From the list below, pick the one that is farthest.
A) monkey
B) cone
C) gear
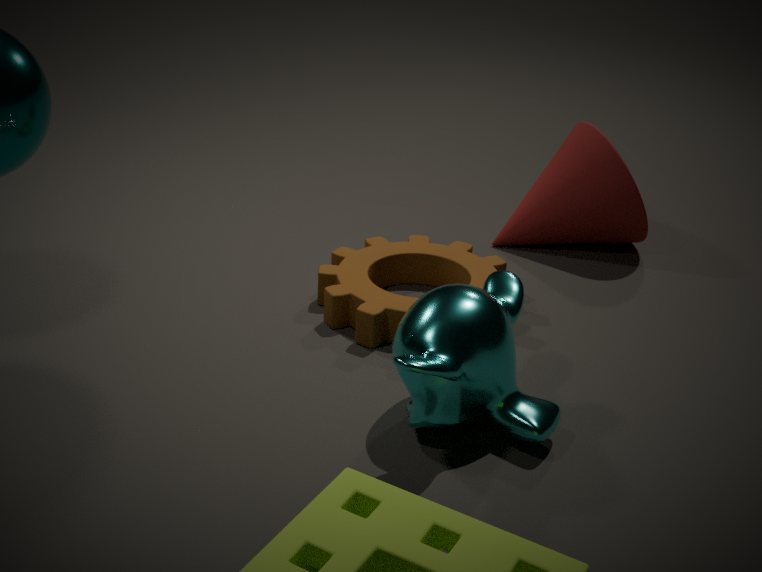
A: cone
